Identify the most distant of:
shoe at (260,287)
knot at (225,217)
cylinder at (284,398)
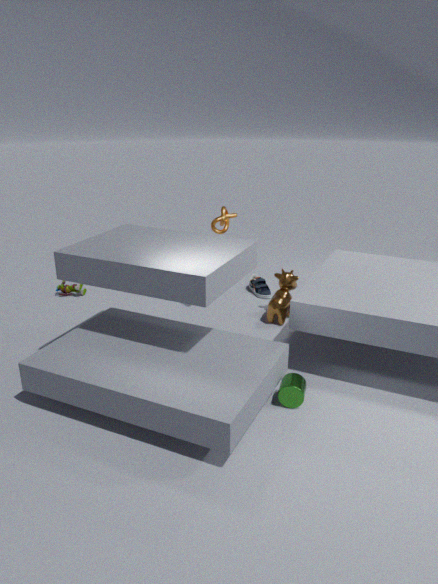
shoe at (260,287)
